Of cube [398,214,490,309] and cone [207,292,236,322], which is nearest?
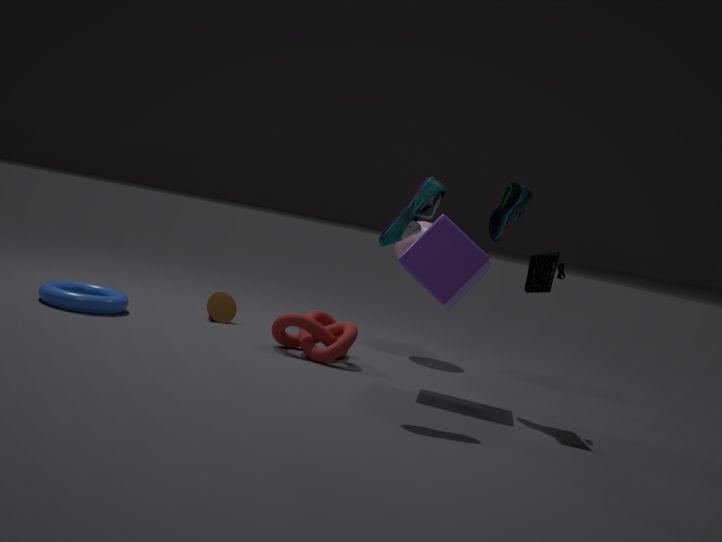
cube [398,214,490,309]
